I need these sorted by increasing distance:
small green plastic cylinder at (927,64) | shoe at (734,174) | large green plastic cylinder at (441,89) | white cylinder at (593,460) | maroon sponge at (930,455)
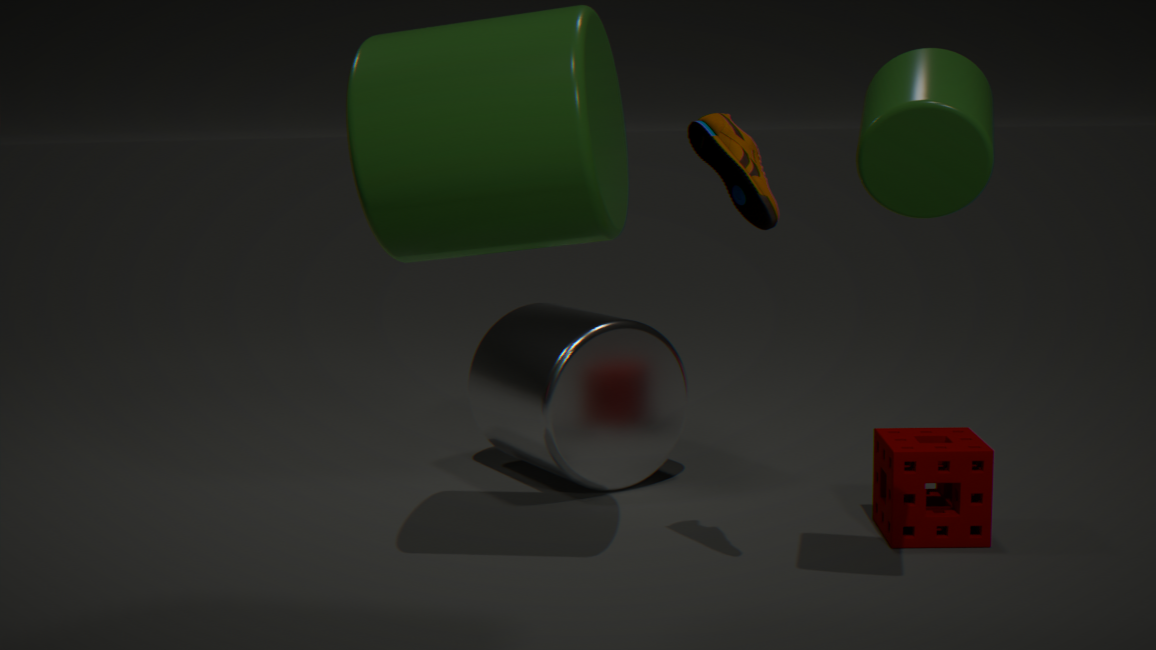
small green plastic cylinder at (927,64), large green plastic cylinder at (441,89), shoe at (734,174), maroon sponge at (930,455), white cylinder at (593,460)
